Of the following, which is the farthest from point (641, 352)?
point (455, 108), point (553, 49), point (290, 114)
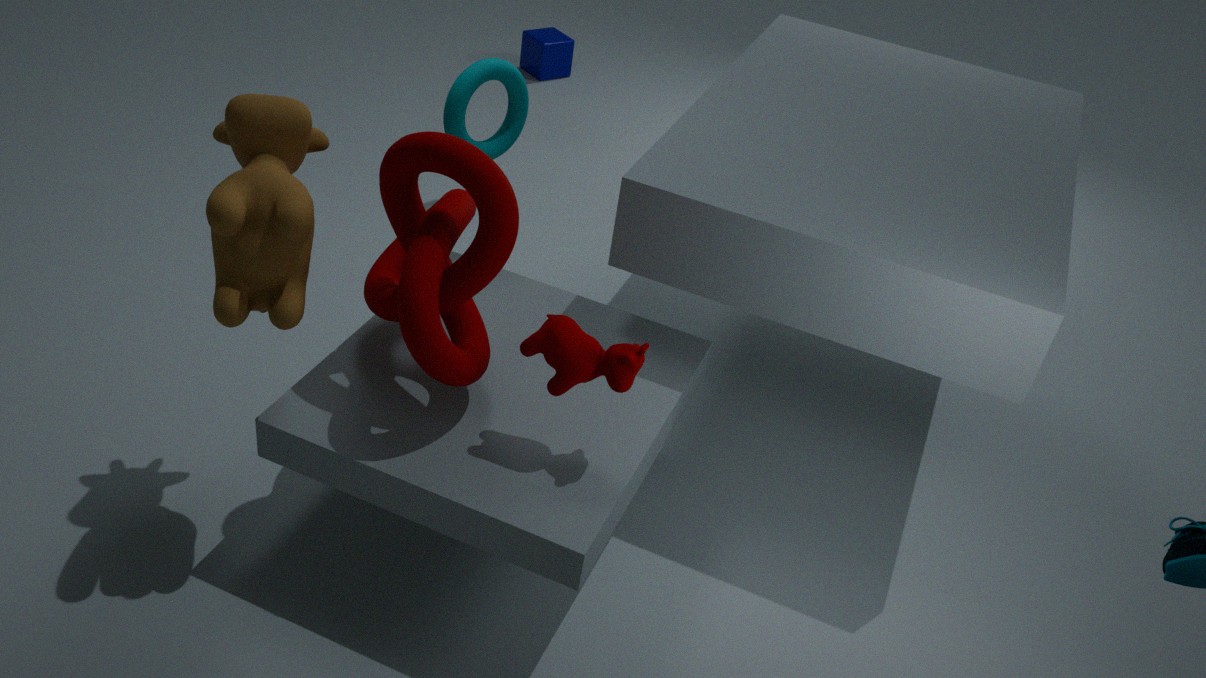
point (553, 49)
